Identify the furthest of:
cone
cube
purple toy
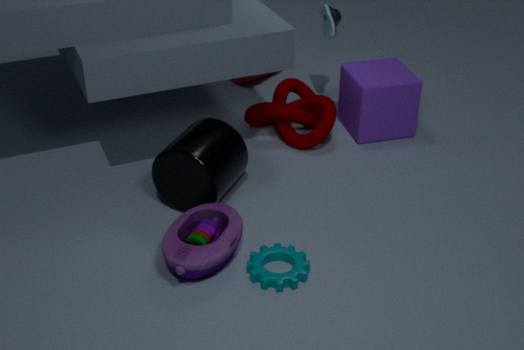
cone
